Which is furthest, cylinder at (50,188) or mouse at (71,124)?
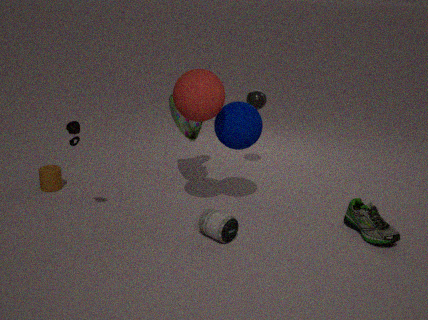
cylinder at (50,188)
